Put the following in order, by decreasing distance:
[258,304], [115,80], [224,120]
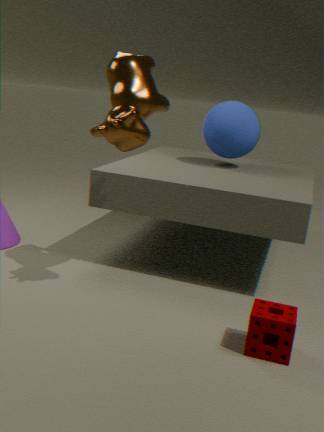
[224,120] < [115,80] < [258,304]
